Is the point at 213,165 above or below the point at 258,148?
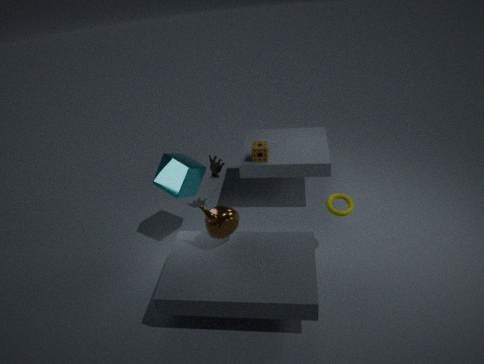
below
